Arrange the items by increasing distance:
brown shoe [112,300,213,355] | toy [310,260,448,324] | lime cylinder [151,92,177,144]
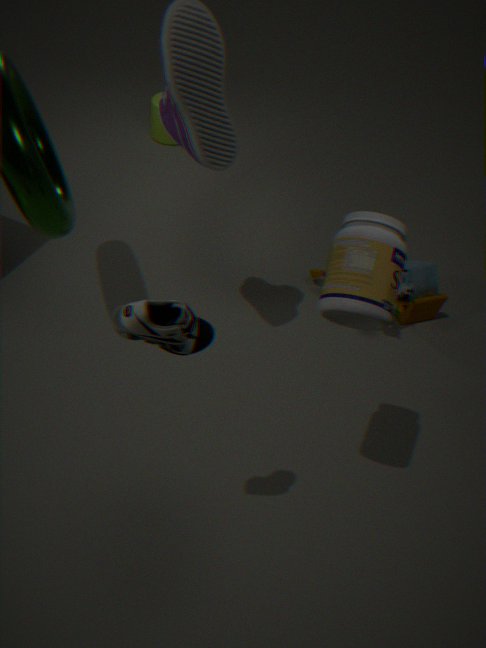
brown shoe [112,300,213,355], toy [310,260,448,324], lime cylinder [151,92,177,144]
